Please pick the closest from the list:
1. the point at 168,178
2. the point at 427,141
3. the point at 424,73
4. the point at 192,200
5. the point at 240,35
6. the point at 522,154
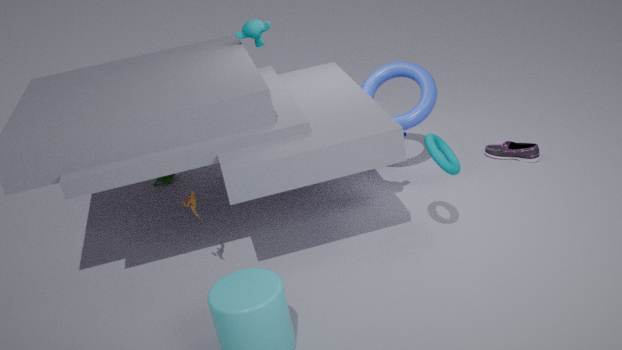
the point at 427,141
